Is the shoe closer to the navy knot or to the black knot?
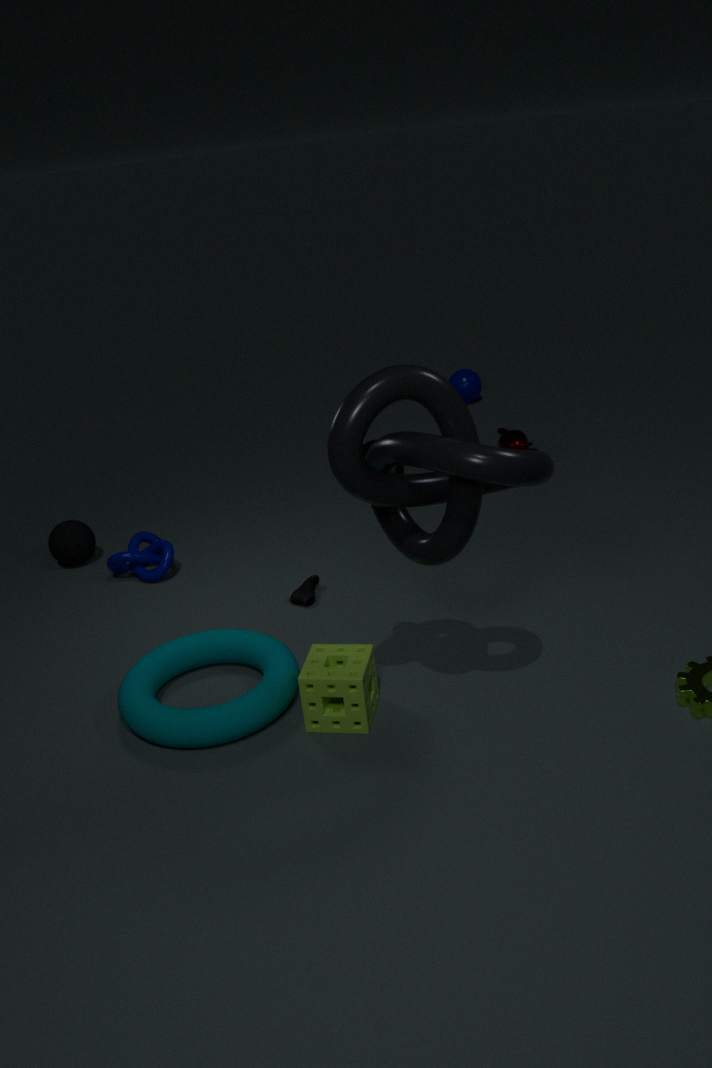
the navy knot
